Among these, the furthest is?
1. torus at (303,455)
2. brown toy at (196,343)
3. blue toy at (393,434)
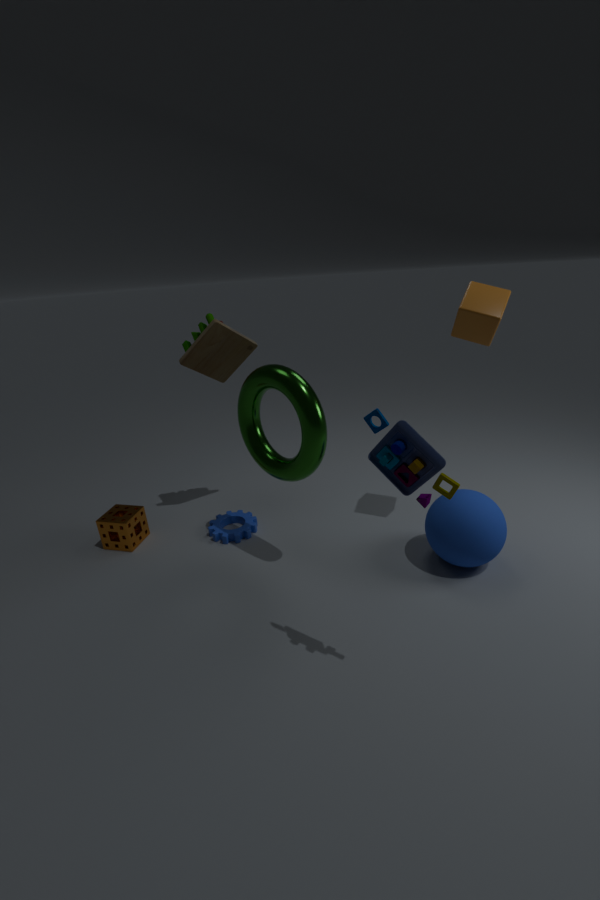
brown toy at (196,343)
